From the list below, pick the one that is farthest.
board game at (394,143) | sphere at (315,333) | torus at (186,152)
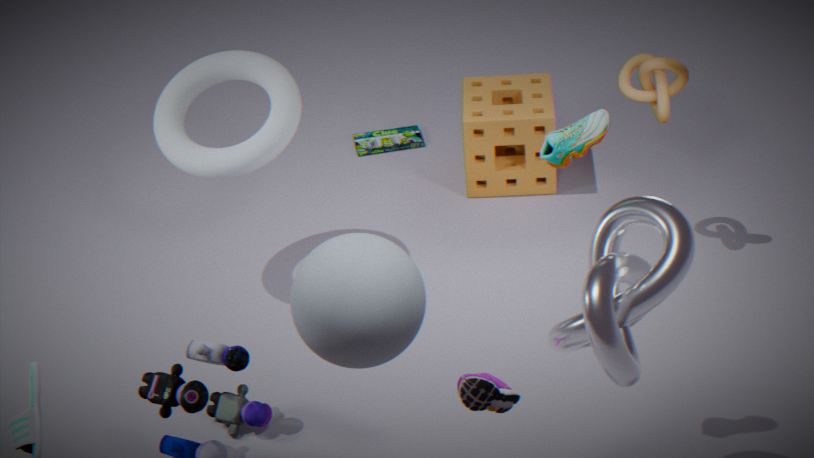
board game at (394,143)
